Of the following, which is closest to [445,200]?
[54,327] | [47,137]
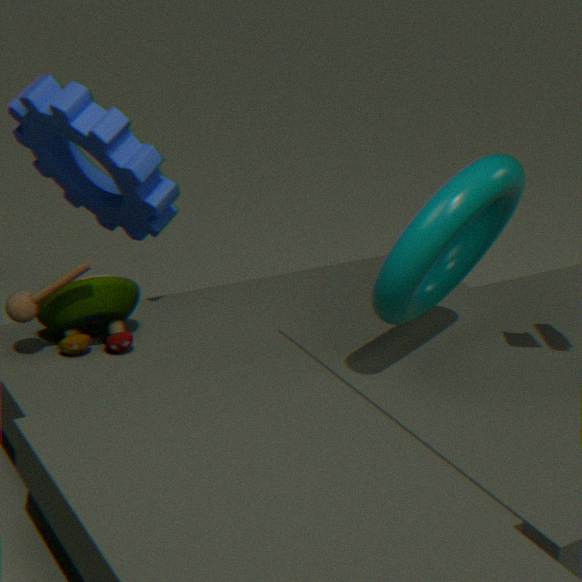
[54,327]
